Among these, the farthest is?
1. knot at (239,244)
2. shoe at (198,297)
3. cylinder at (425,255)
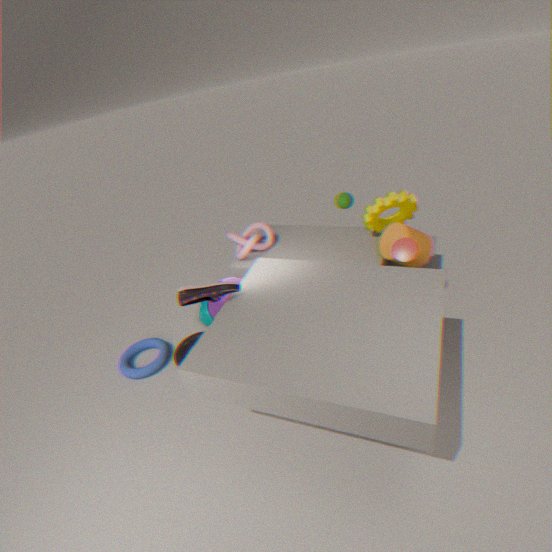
knot at (239,244)
